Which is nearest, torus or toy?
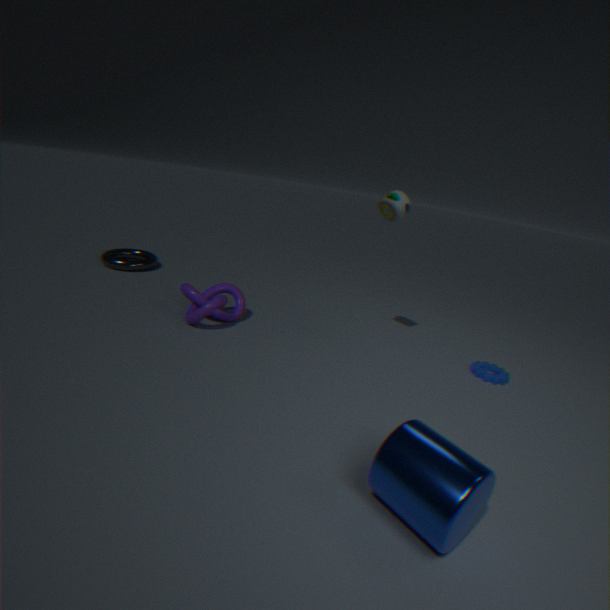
toy
